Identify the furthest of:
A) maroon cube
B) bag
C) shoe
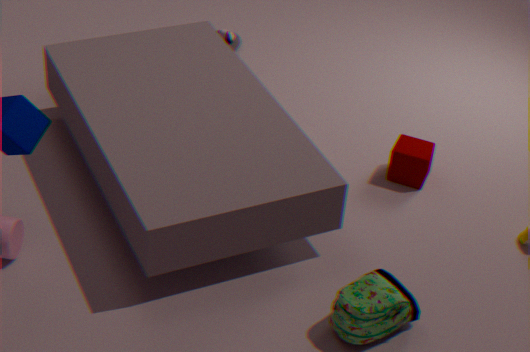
shoe
